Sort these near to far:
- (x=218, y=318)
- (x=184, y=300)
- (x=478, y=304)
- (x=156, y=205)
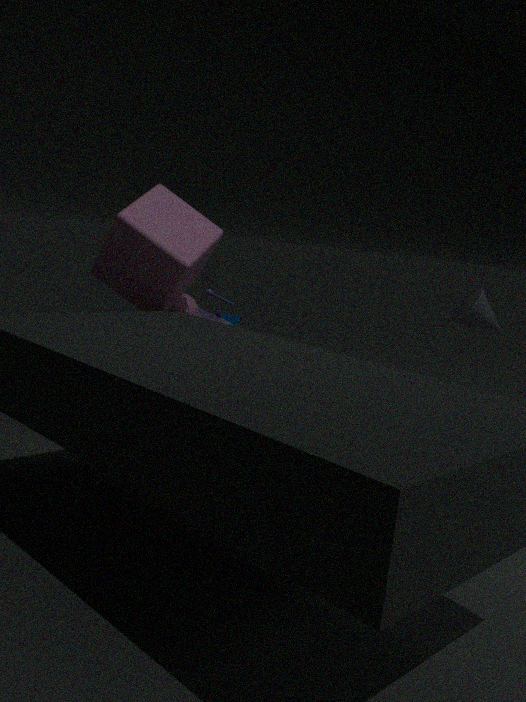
(x=156, y=205)
(x=478, y=304)
(x=184, y=300)
(x=218, y=318)
